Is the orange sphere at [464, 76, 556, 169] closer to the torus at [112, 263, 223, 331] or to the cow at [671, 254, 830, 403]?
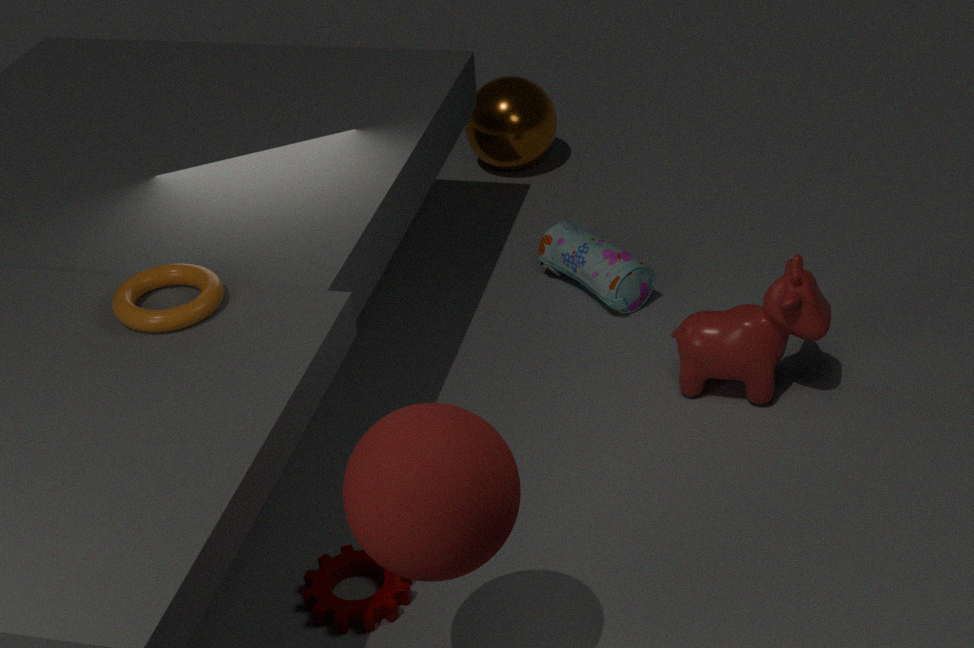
the cow at [671, 254, 830, 403]
